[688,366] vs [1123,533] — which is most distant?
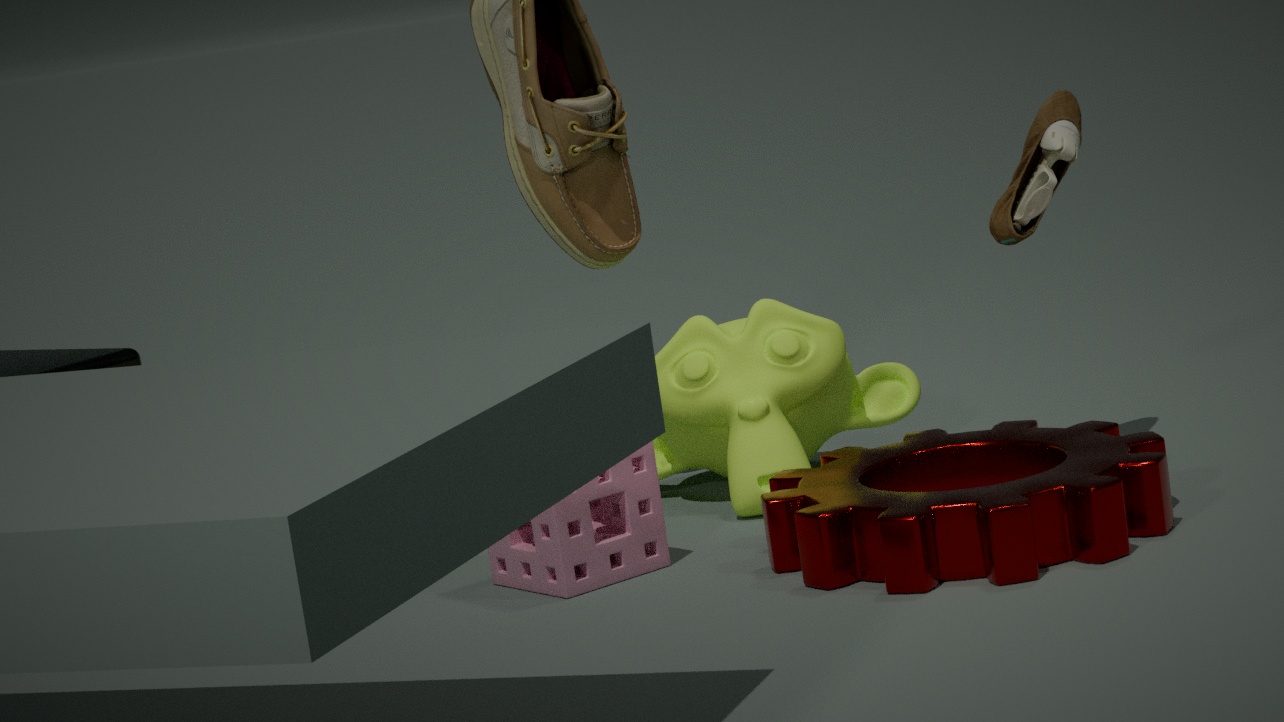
[688,366]
